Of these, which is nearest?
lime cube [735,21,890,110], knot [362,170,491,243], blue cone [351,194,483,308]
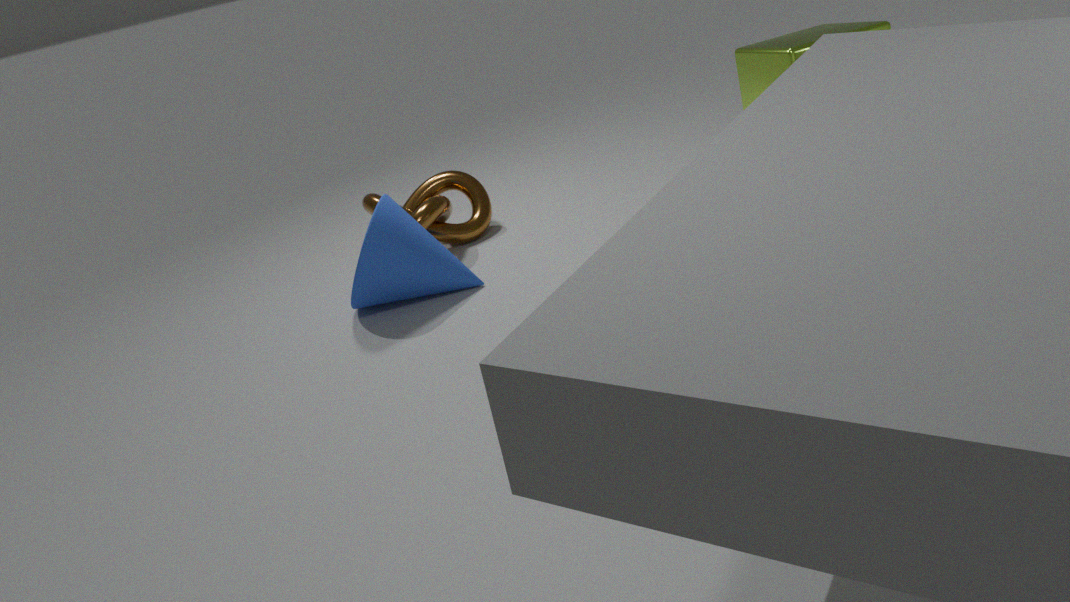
lime cube [735,21,890,110]
